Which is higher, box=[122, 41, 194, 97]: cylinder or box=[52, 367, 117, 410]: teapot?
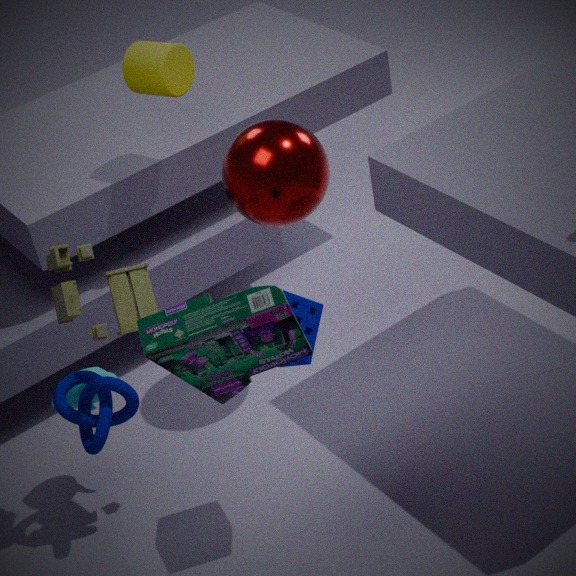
box=[122, 41, 194, 97]: cylinder
